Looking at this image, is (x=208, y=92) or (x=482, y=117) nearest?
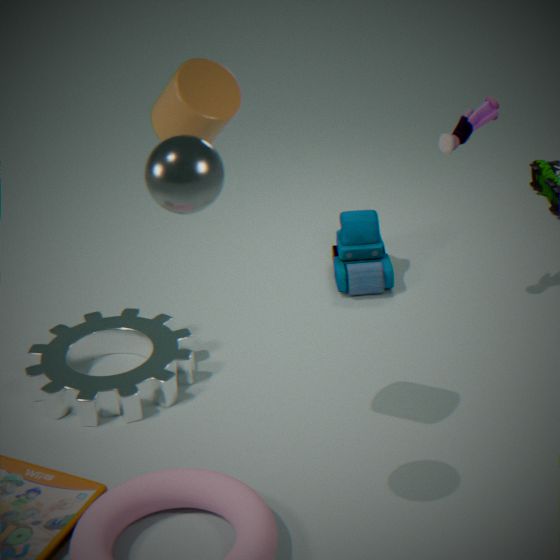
(x=208, y=92)
